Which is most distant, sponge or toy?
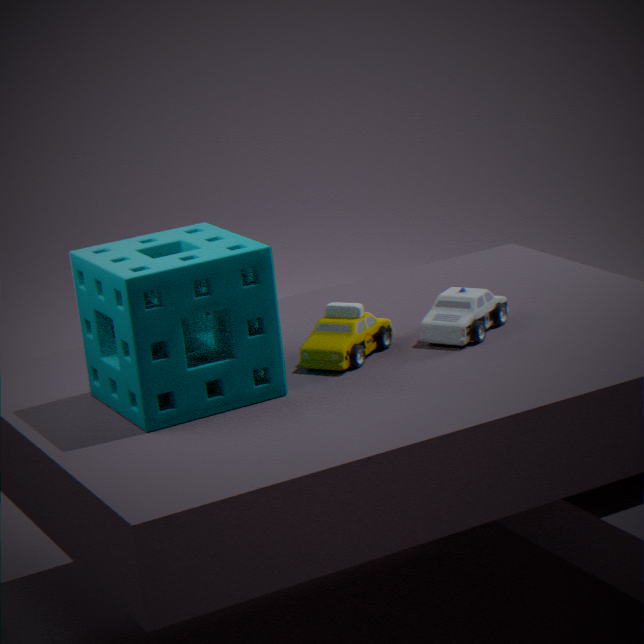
toy
